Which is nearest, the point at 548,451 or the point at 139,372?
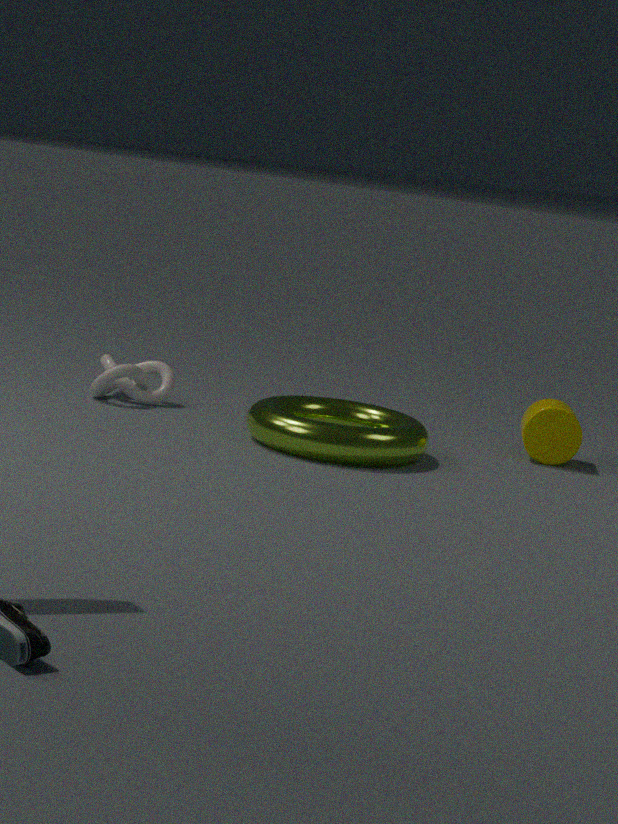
the point at 548,451
